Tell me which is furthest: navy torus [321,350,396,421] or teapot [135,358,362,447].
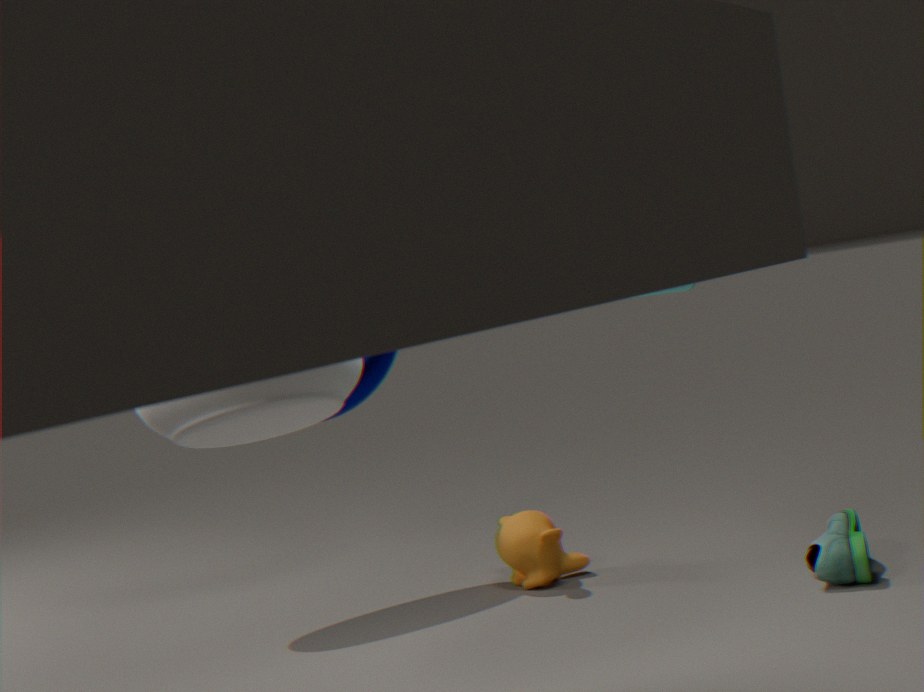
navy torus [321,350,396,421]
